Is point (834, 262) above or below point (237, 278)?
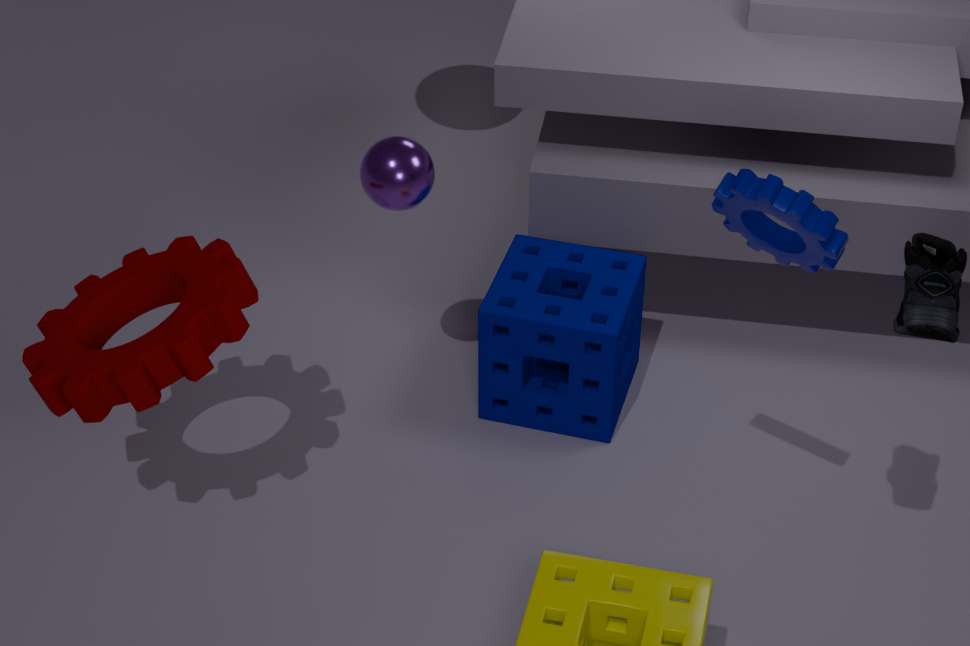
above
